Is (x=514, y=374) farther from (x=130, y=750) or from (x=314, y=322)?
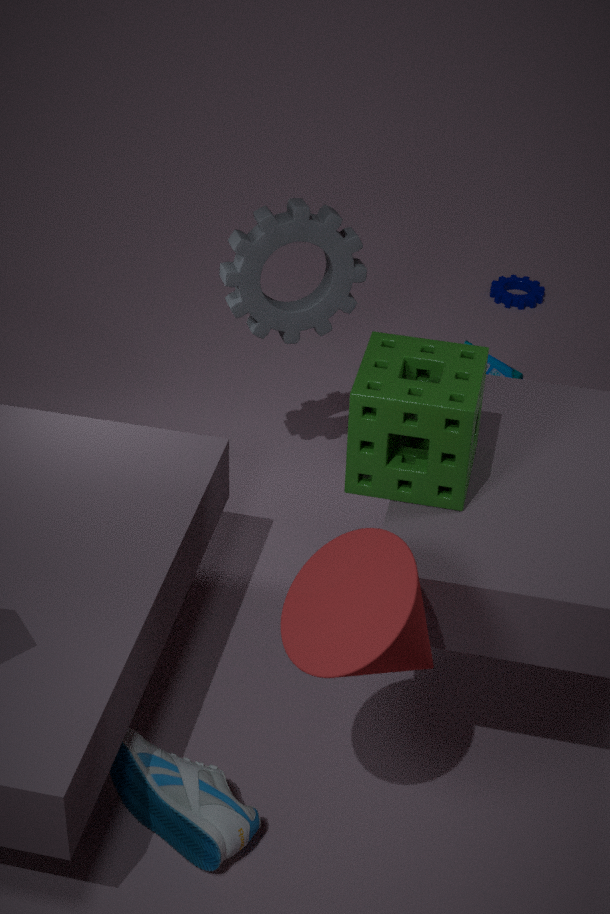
(x=130, y=750)
